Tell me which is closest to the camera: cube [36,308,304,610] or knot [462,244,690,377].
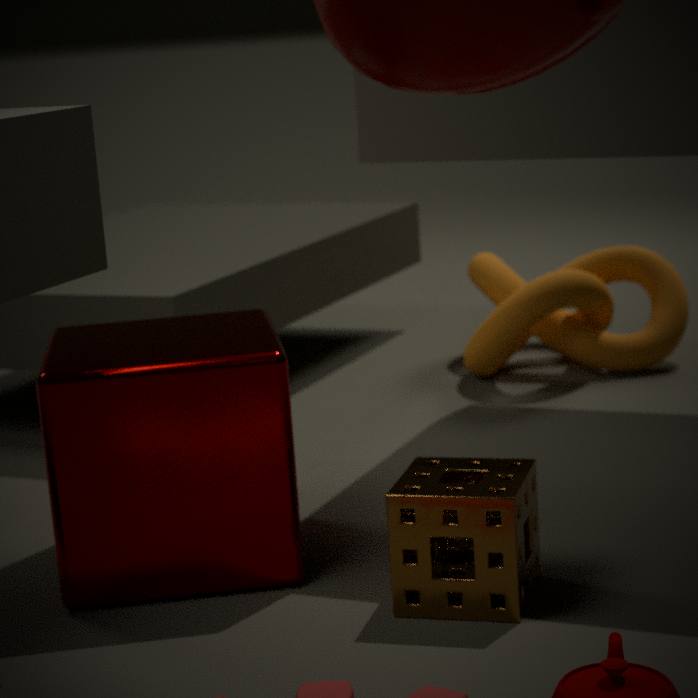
cube [36,308,304,610]
